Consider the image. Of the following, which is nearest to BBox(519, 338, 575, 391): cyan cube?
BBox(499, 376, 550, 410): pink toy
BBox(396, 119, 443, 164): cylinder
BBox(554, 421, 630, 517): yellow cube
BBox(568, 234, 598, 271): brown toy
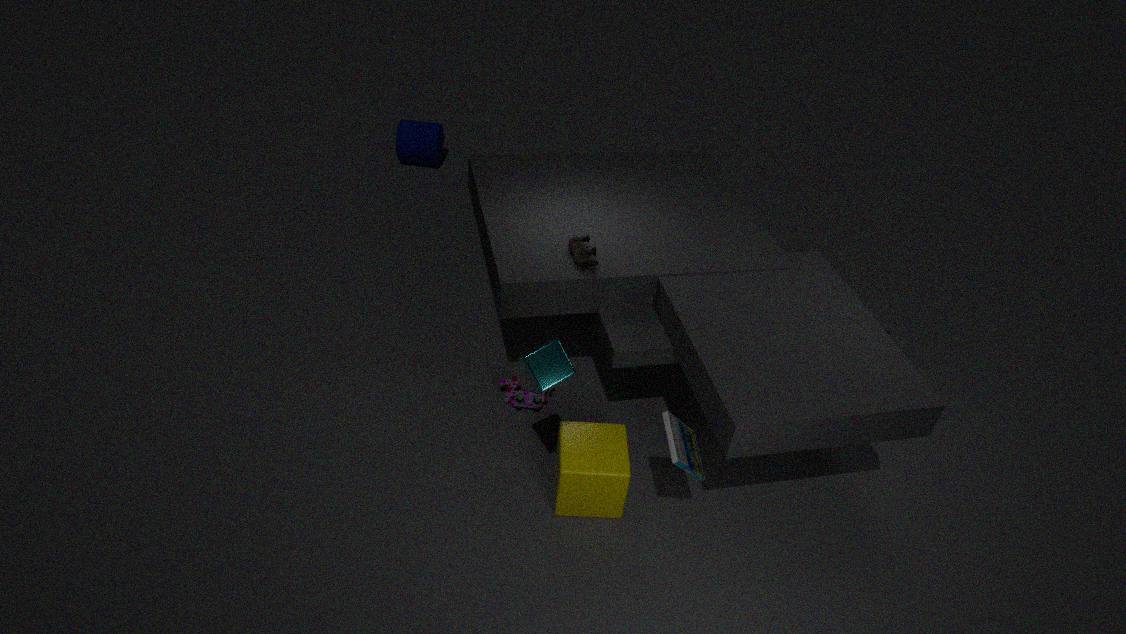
BBox(554, 421, 630, 517): yellow cube
